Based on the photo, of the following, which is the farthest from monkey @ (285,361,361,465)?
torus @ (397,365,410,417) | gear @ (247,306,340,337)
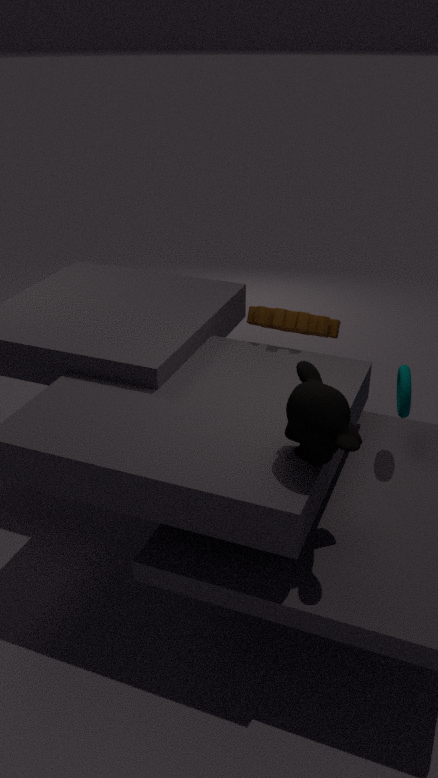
gear @ (247,306,340,337)
